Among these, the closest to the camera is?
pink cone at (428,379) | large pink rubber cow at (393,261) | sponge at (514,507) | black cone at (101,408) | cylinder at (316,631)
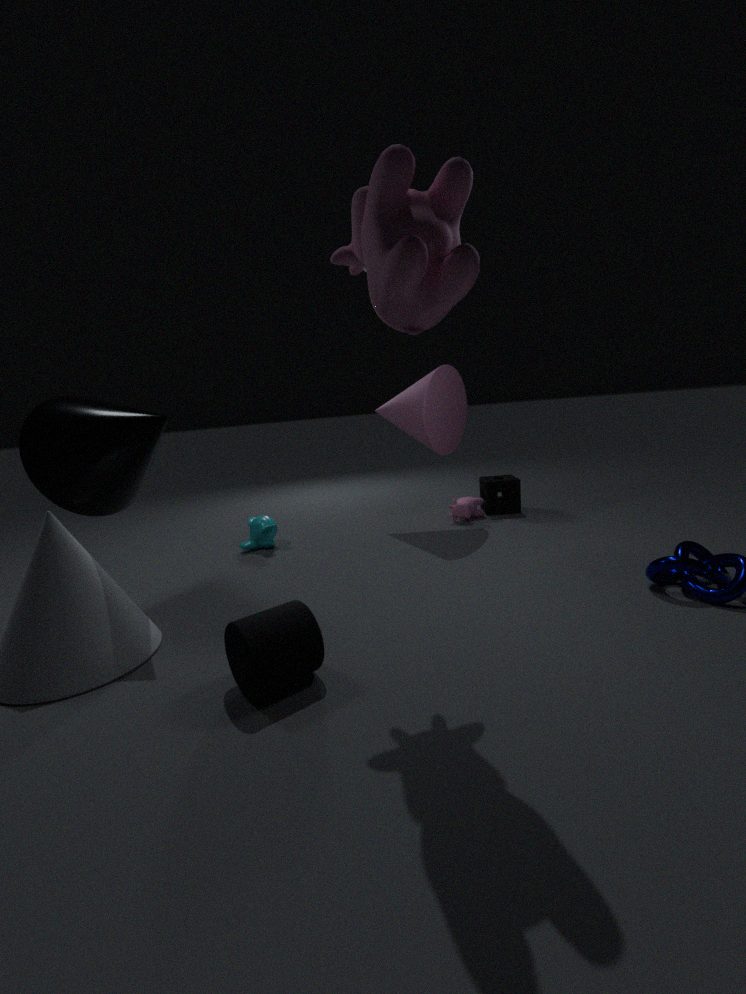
large pink rubber cow at (393,261)
